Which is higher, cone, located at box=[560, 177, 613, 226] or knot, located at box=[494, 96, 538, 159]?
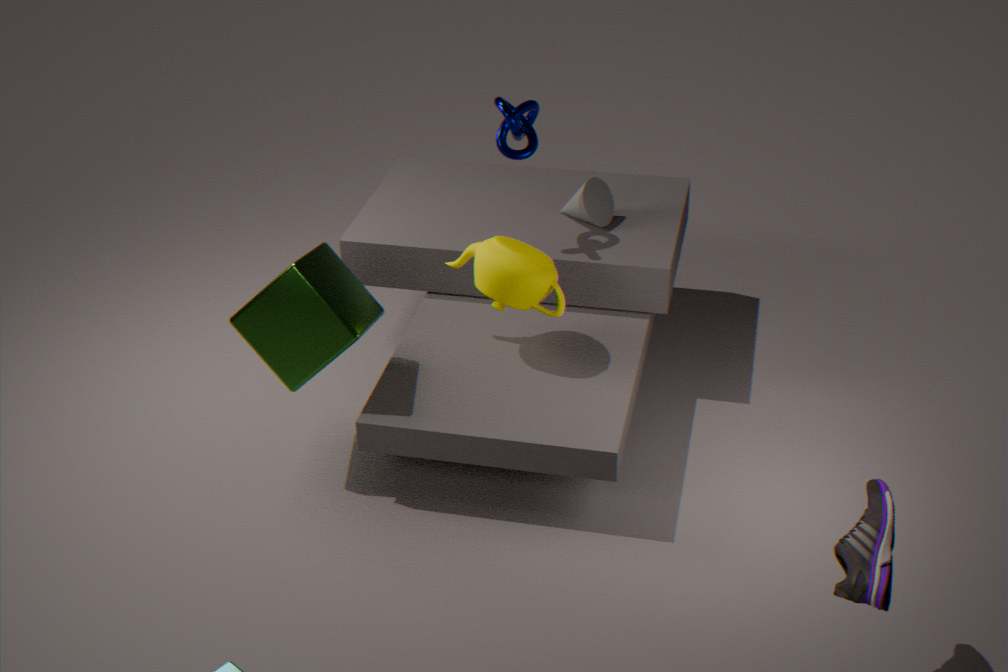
knot, located at box=[494, 96, 538, 159]
